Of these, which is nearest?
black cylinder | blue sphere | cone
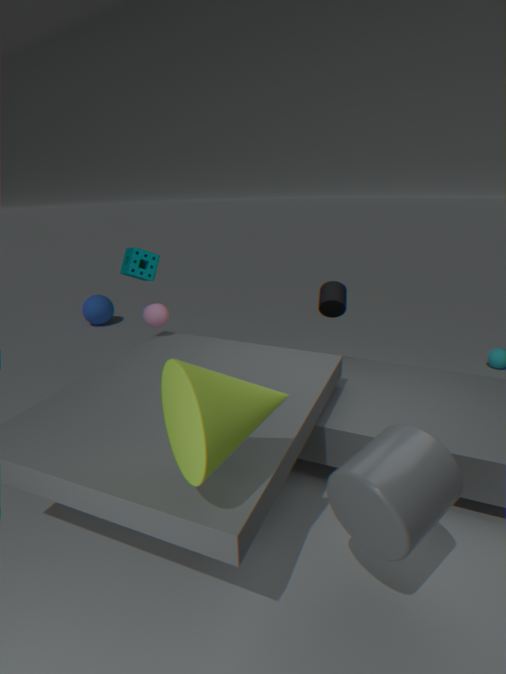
cone
